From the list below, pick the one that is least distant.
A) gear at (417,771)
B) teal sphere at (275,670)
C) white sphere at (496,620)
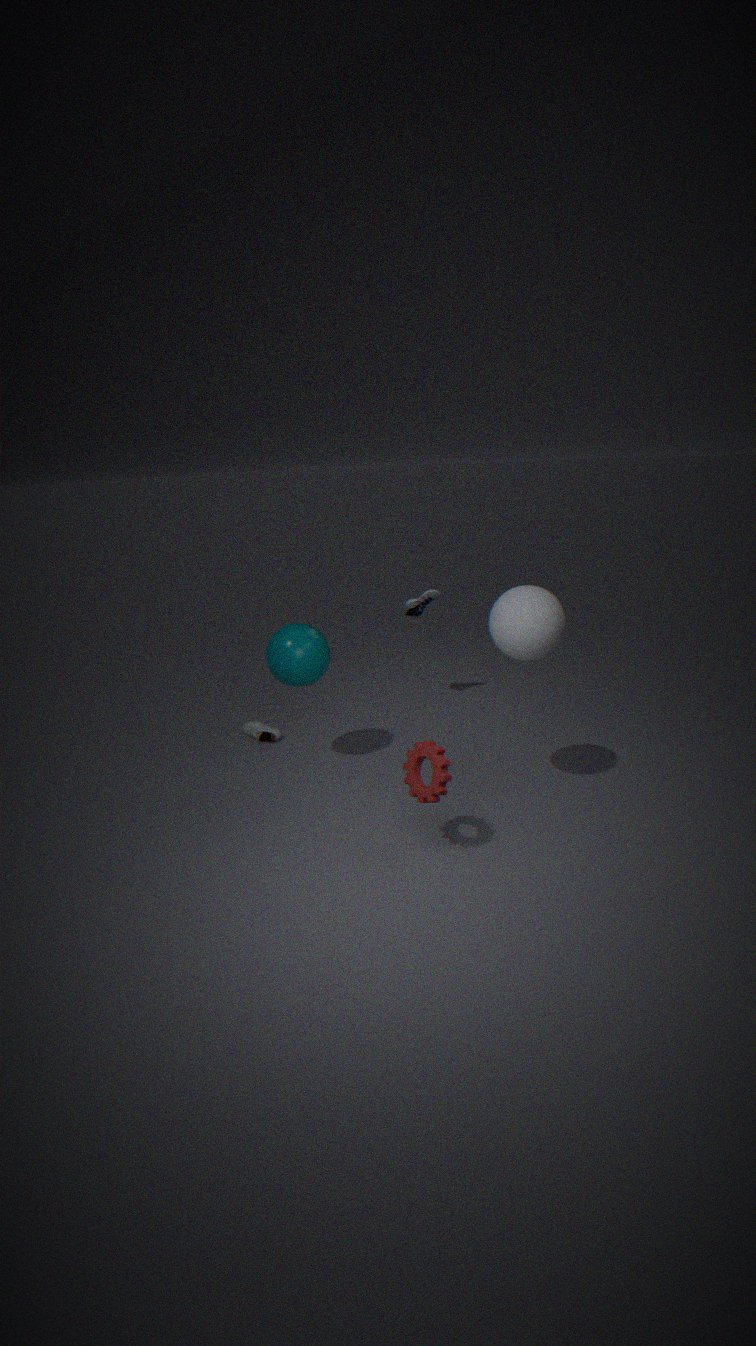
A: gear at (417,771)
